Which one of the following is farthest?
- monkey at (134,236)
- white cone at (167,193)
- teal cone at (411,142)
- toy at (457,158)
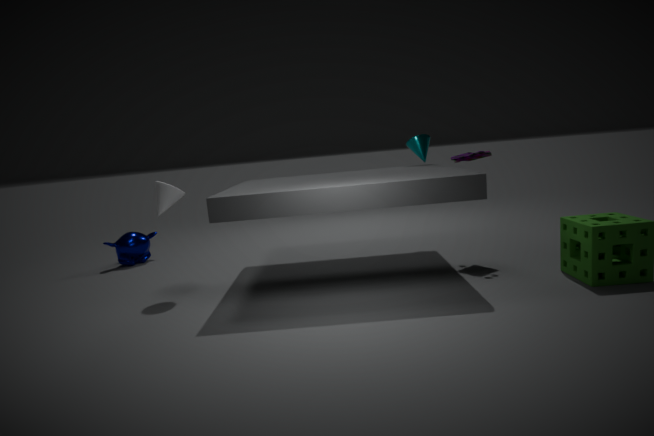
monkey at (134,236)
